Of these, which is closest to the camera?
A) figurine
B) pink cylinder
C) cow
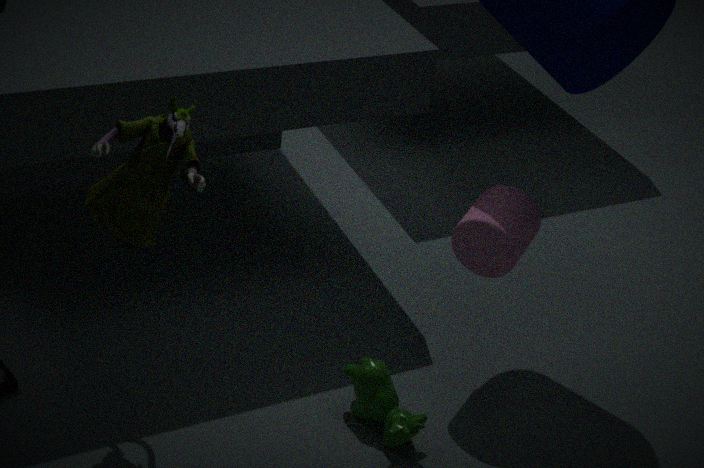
→ figurine
